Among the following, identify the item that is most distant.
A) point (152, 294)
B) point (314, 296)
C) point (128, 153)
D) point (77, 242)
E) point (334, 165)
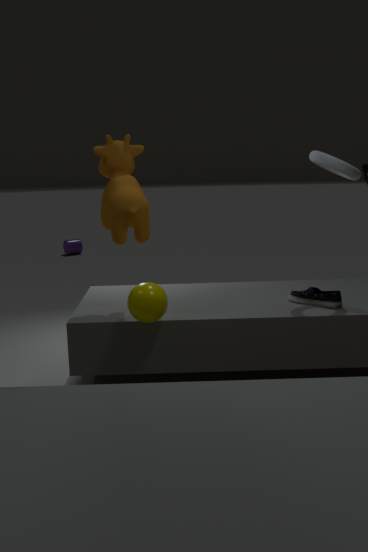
point (77, 242)
